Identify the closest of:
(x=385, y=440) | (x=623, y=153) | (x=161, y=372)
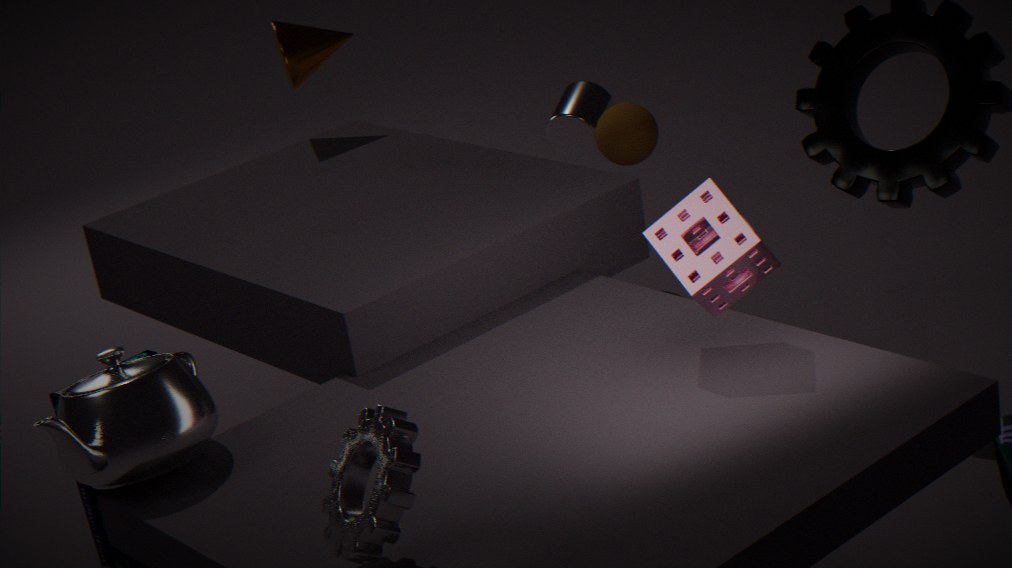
(x=385, y=440)
